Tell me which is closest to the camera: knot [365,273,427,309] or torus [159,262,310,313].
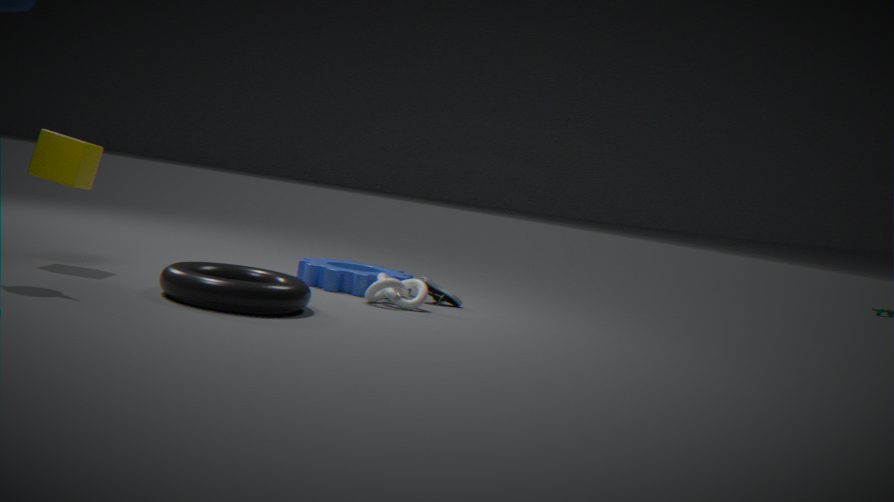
torus [159,262,310,313]
